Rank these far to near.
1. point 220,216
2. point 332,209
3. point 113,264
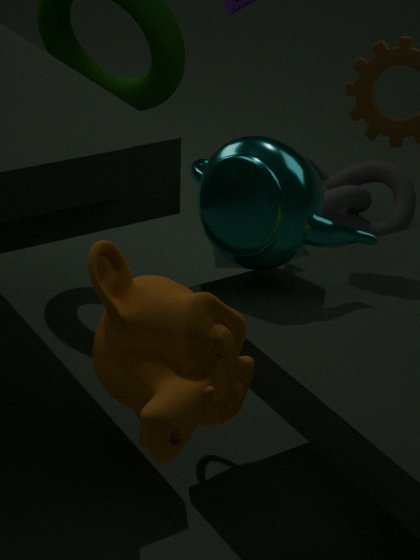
point 332,209, point 220,216, point 113,264
